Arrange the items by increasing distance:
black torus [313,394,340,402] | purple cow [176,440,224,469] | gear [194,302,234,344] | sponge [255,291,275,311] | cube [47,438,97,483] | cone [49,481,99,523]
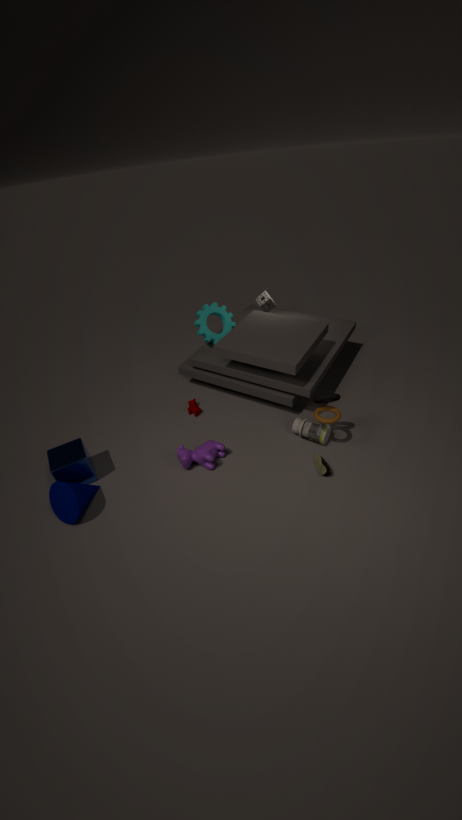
cone [49,481,99,523], black torus [313,394,340,402], cube [47,438,97,483], purple cow [176,440,224,469], gear [194,302,234,344], sponge [255,291,275,311]
